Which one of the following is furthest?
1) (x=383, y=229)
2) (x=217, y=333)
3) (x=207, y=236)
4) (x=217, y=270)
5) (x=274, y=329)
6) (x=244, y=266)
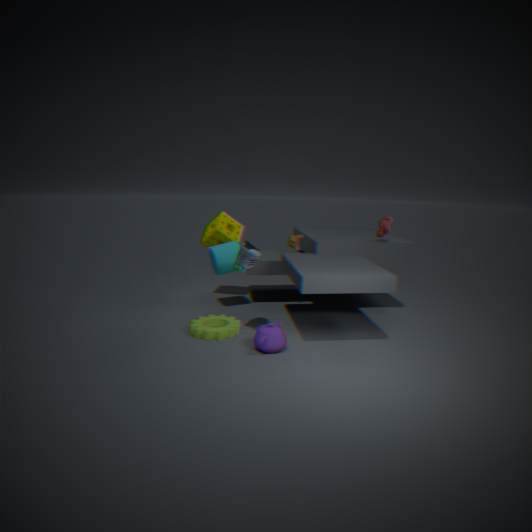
3. (x=207, y=236)
